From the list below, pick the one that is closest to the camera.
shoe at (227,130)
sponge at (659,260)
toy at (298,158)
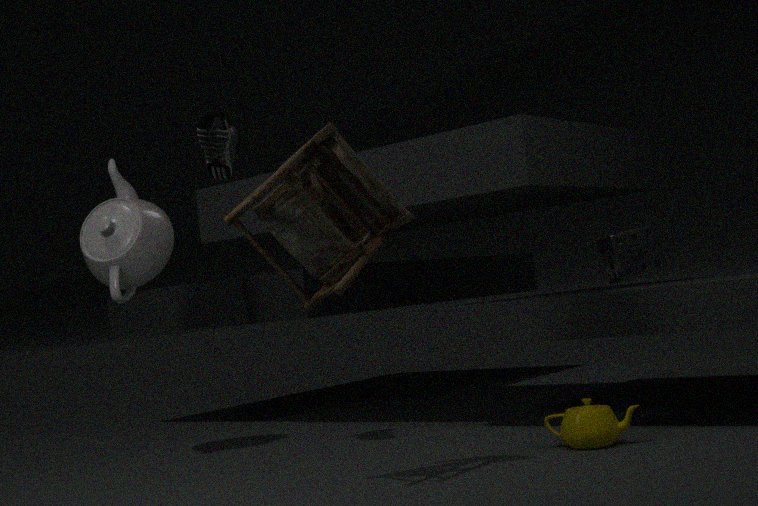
toy at (298,158)
